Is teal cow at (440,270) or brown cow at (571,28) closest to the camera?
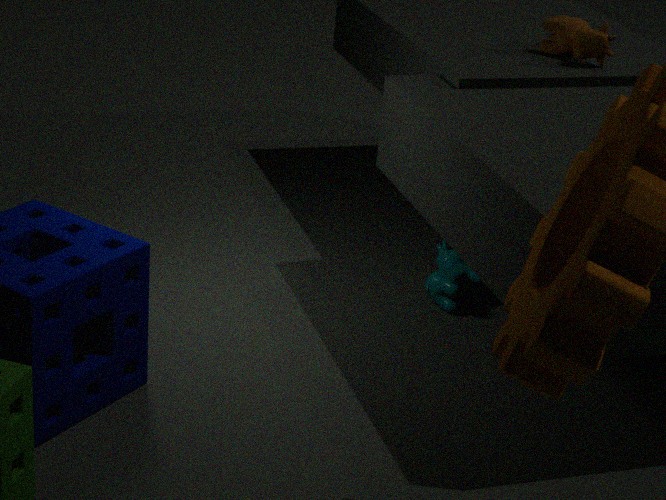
teal cow at (440,270)
